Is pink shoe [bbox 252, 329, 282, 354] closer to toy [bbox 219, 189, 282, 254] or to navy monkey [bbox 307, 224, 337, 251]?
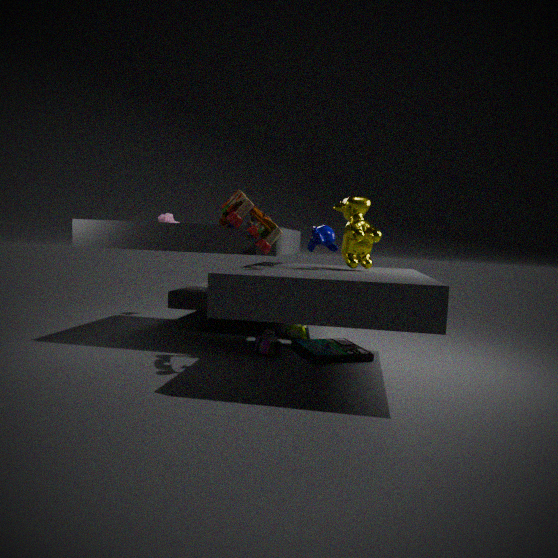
toy [bbox 219, 189, 282, 254]
